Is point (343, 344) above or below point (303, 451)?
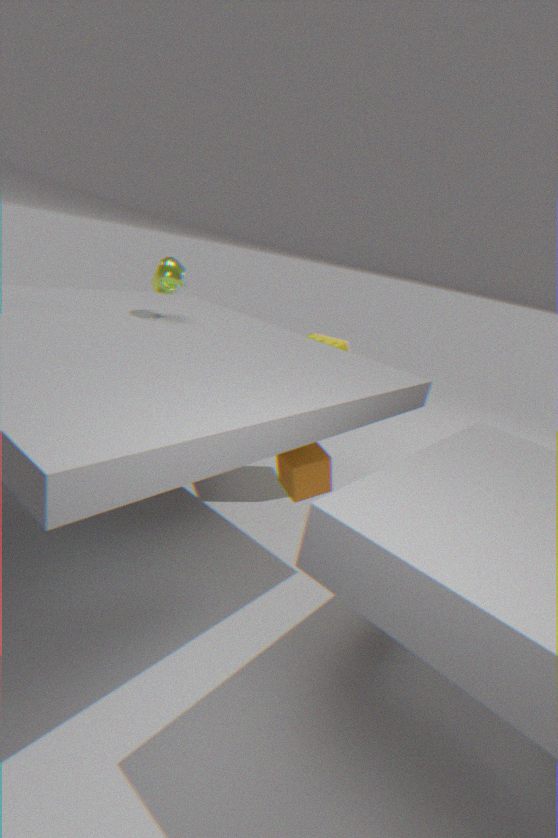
above
